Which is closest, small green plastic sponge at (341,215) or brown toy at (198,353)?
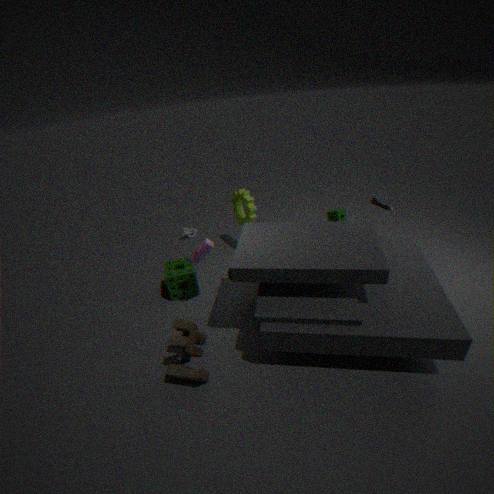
brown toy at (198,353)
